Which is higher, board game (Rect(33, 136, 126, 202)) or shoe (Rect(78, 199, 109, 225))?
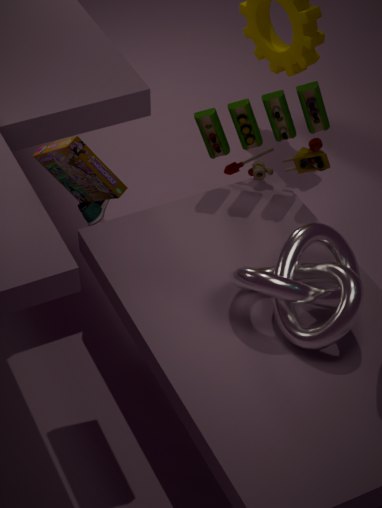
board game (Rect(33, 136, 126, 202))
